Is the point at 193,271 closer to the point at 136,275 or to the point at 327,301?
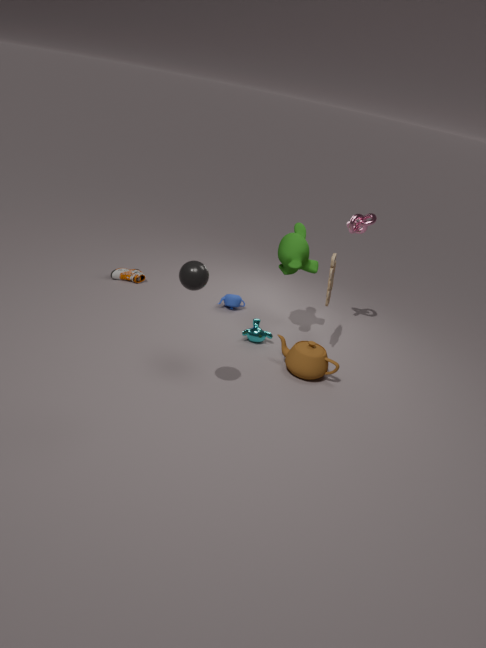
the point at 327,301
